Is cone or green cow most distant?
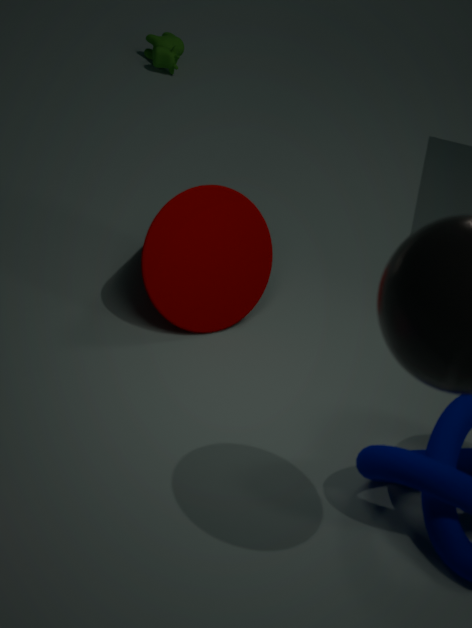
green cow
